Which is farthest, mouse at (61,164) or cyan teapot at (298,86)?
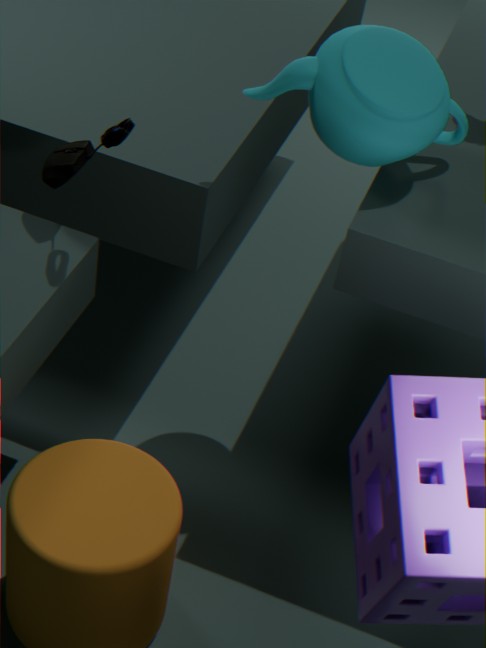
cyan teapot at (298,86)
